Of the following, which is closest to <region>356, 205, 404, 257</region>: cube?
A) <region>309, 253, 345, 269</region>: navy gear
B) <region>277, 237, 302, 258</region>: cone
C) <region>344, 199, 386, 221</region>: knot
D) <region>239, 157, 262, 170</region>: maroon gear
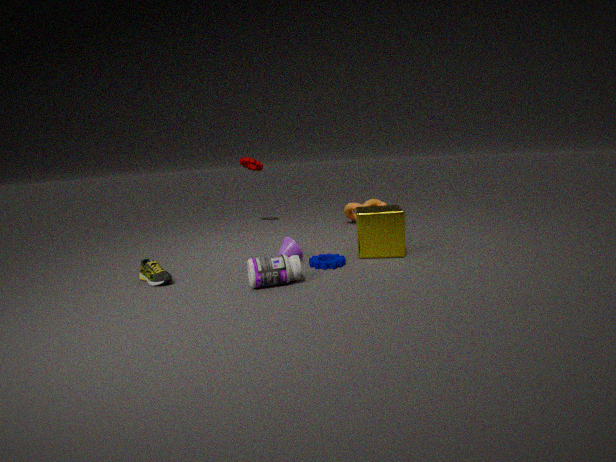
<region>309, 253, 345, 269</region>: navy gear
